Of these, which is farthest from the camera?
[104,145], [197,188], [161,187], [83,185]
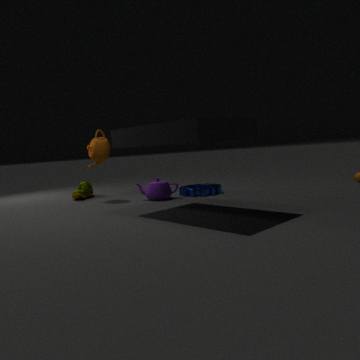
[83,185]
